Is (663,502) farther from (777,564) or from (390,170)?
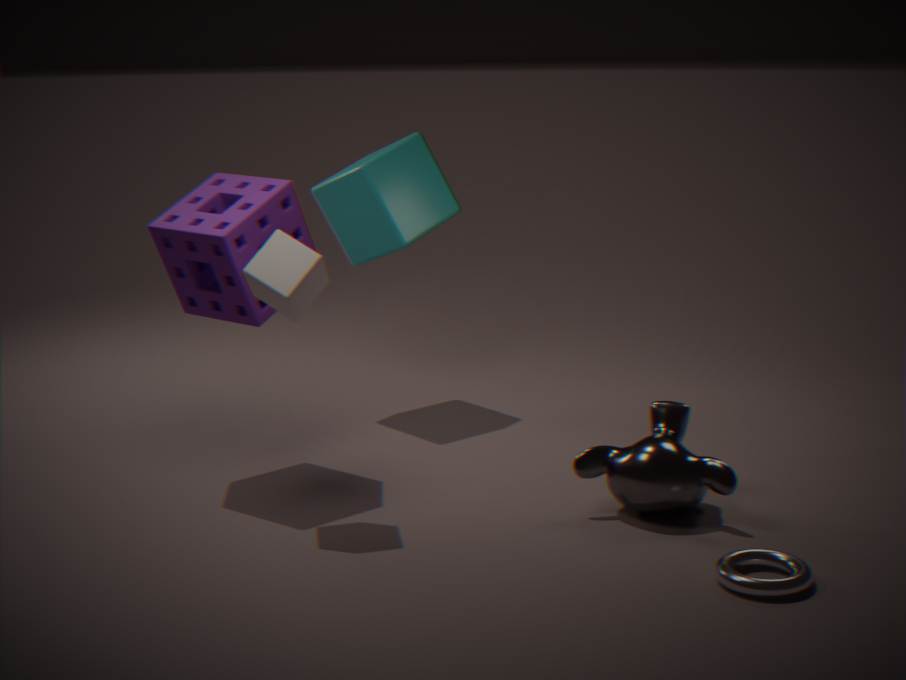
(390,170)
